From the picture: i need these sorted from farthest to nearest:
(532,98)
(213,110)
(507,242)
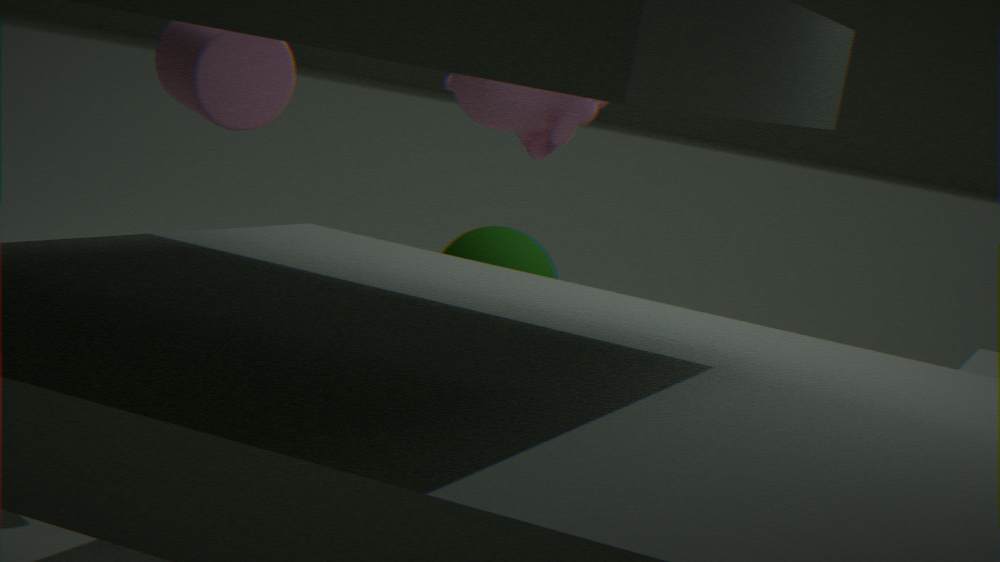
(507,242) < (532,98) < (213,110)
